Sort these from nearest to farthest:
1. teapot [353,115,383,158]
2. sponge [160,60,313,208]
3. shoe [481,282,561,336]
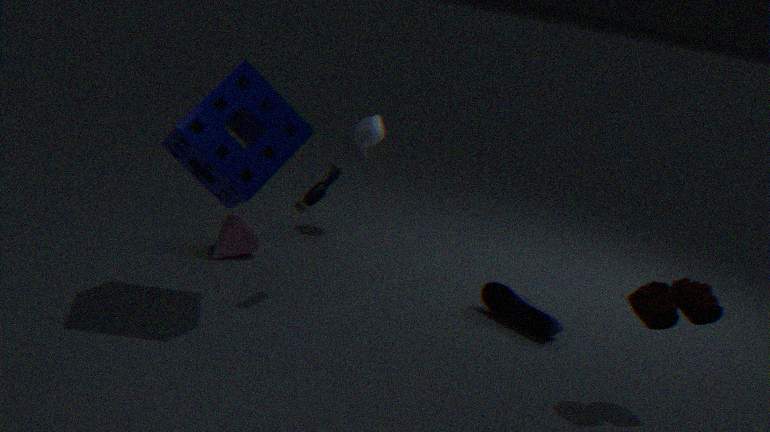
sponge [160,60,313,208] < shoe [481,282,561,336] < teapot [353,115,383,158]
